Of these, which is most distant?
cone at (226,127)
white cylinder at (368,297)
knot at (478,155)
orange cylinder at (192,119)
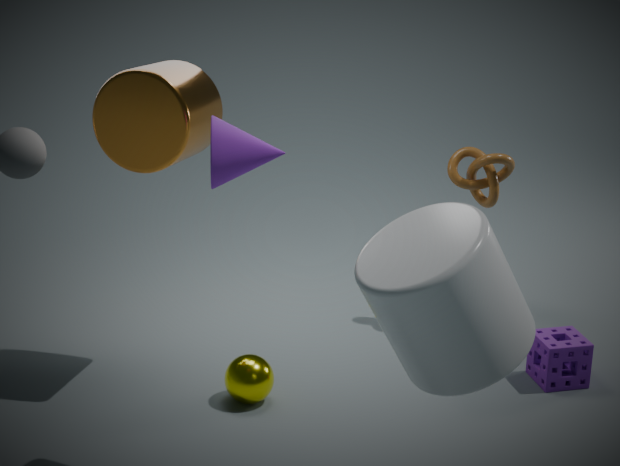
knot at (478,155)
